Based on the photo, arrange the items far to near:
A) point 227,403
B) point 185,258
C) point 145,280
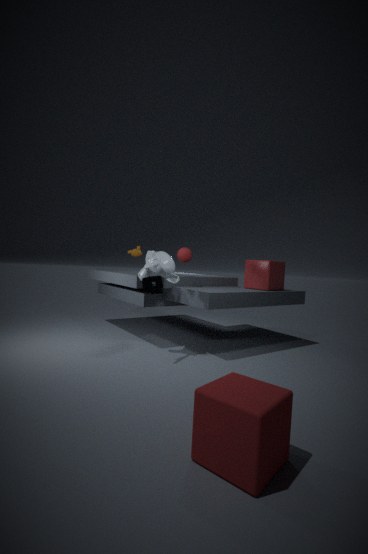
point 185,258 → point 145,280 → point 227,403
